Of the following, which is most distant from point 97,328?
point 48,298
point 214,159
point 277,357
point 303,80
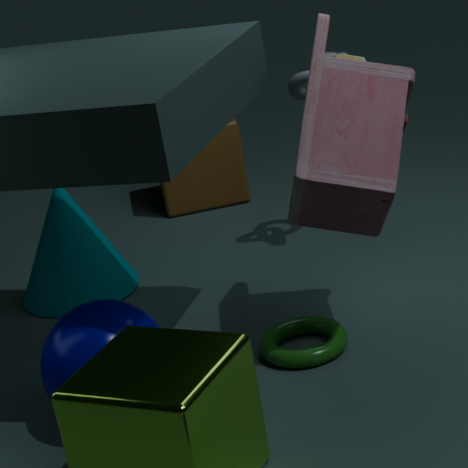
point 214,159
